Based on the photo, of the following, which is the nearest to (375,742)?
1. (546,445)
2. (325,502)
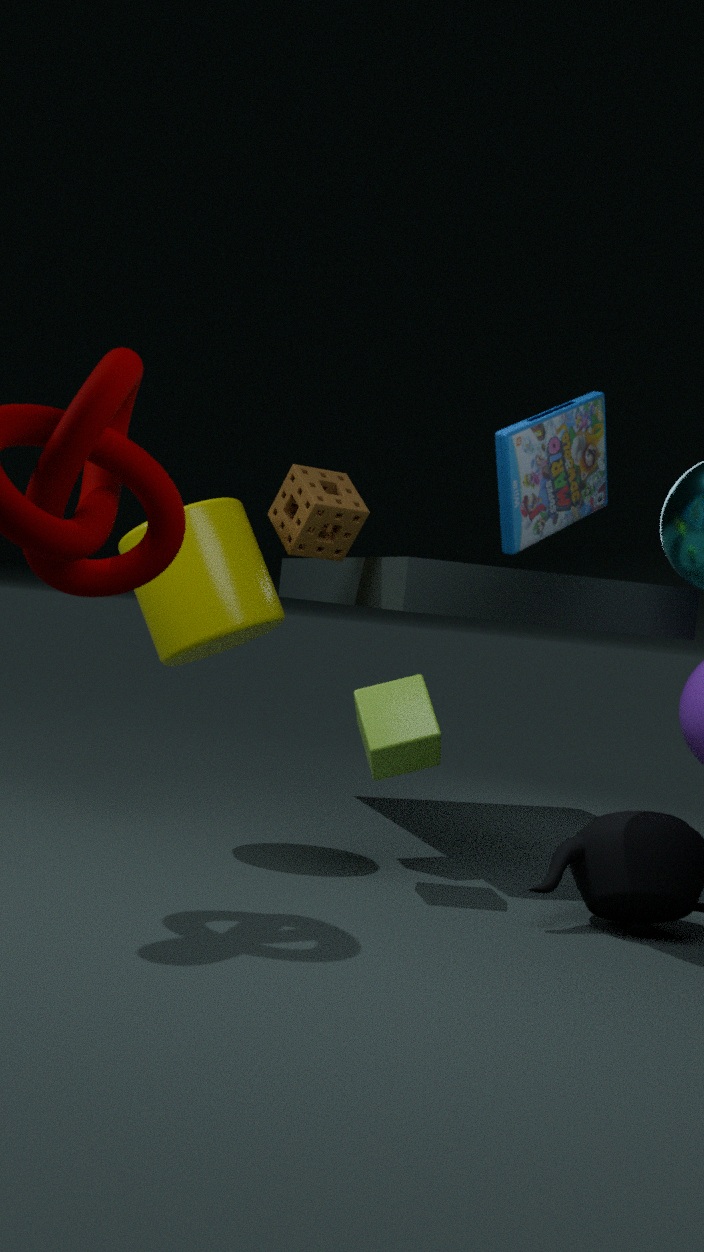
(325,502)
